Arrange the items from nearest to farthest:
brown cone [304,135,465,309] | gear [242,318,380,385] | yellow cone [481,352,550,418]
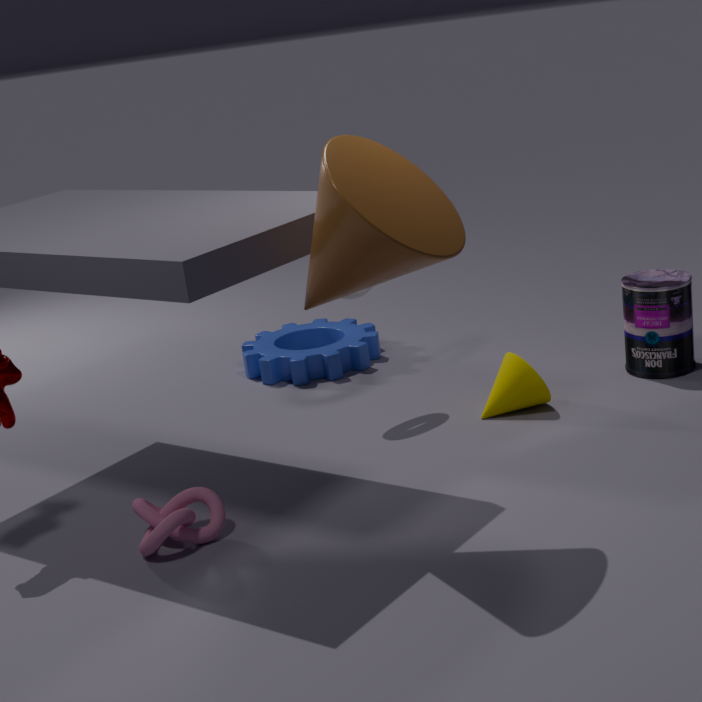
brown cone [304,135,465,309], yellow cone [481,352,550,418], gear [242,318,380,385]
